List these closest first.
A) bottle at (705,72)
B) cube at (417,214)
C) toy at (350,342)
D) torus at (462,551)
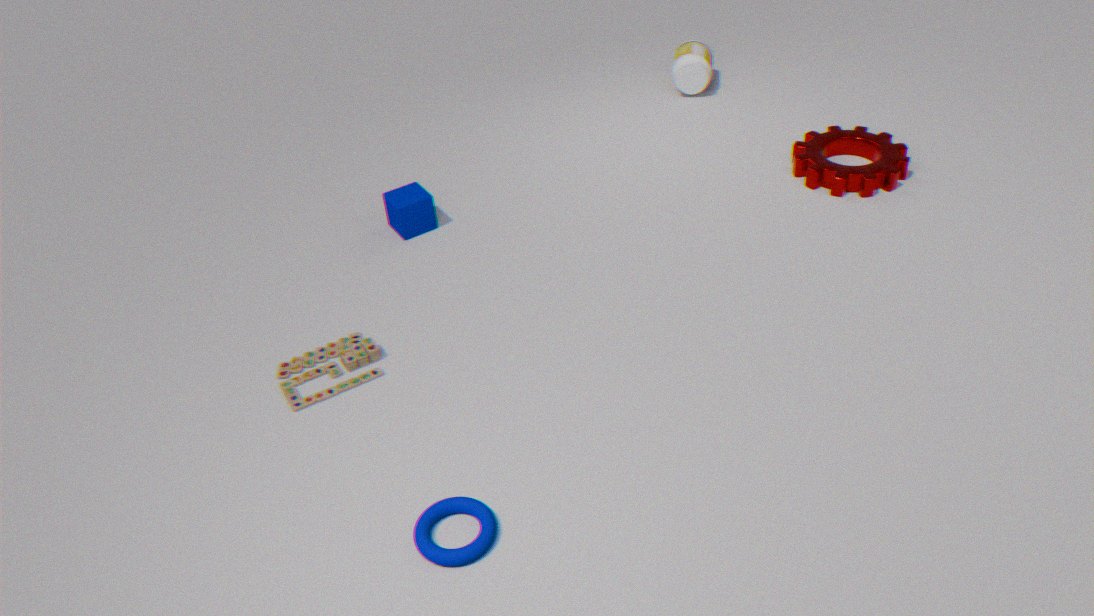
torus at (462,551), toy at (350,342), cube at (417,214), bottle at (705,72)
